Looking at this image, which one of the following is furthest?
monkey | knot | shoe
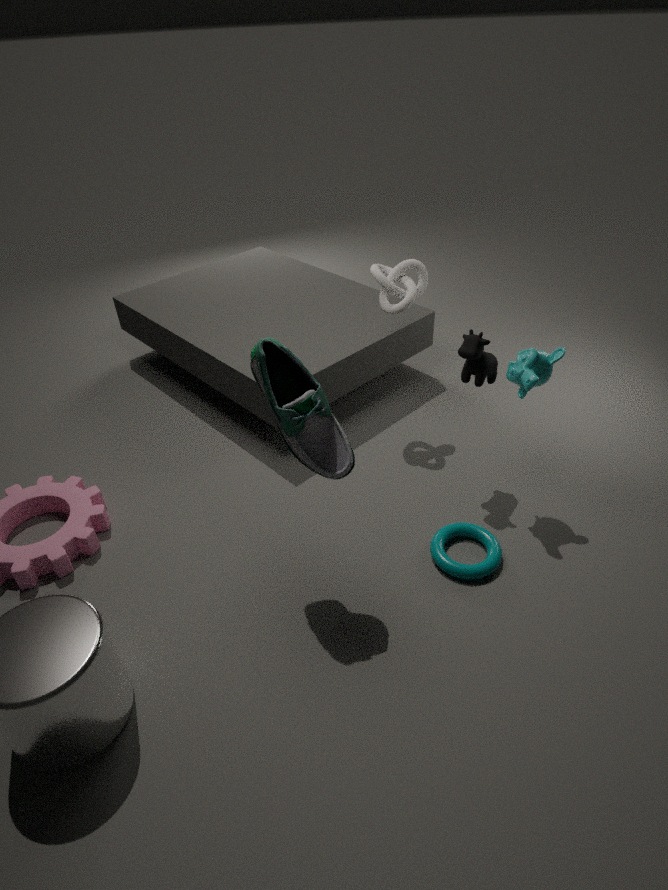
knot
